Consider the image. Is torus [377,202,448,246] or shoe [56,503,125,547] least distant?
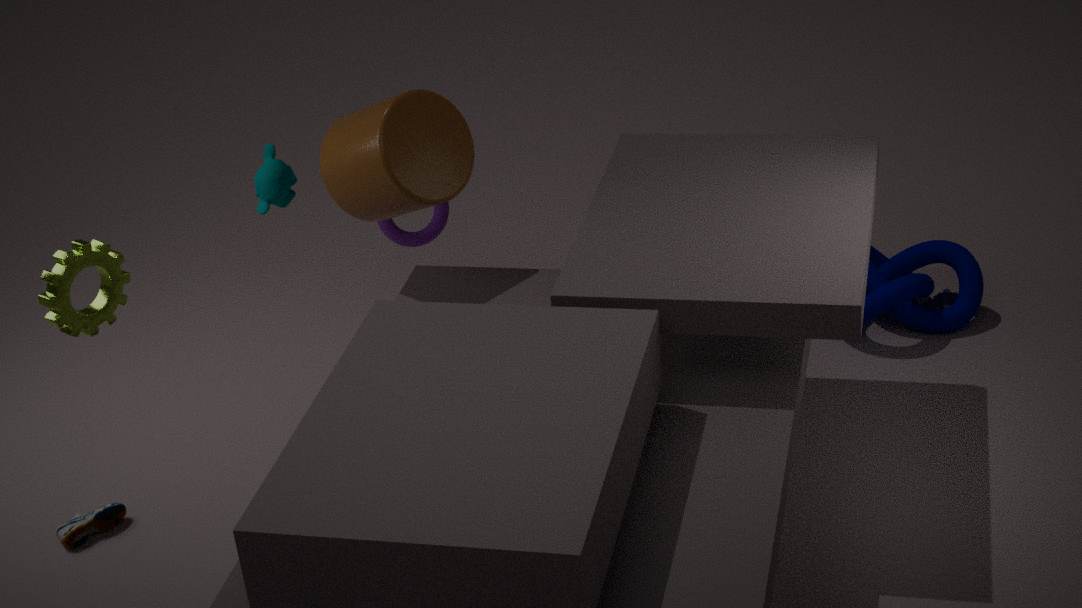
shoe [56,503,125,547]
